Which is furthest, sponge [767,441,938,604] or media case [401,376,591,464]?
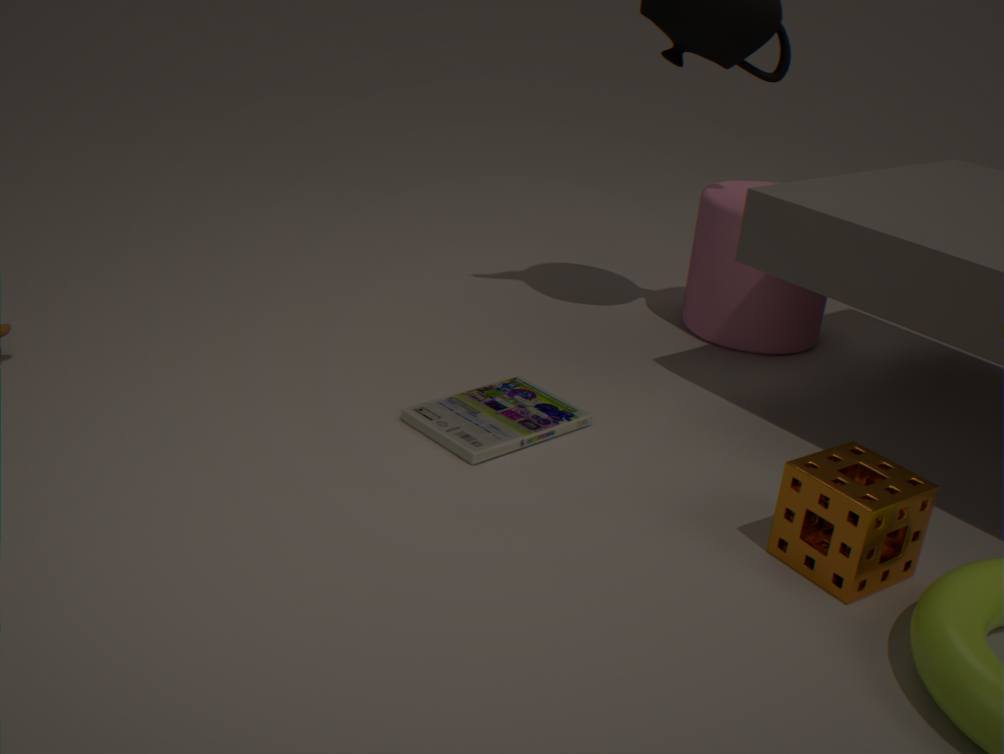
media case [401,376,591,464]
